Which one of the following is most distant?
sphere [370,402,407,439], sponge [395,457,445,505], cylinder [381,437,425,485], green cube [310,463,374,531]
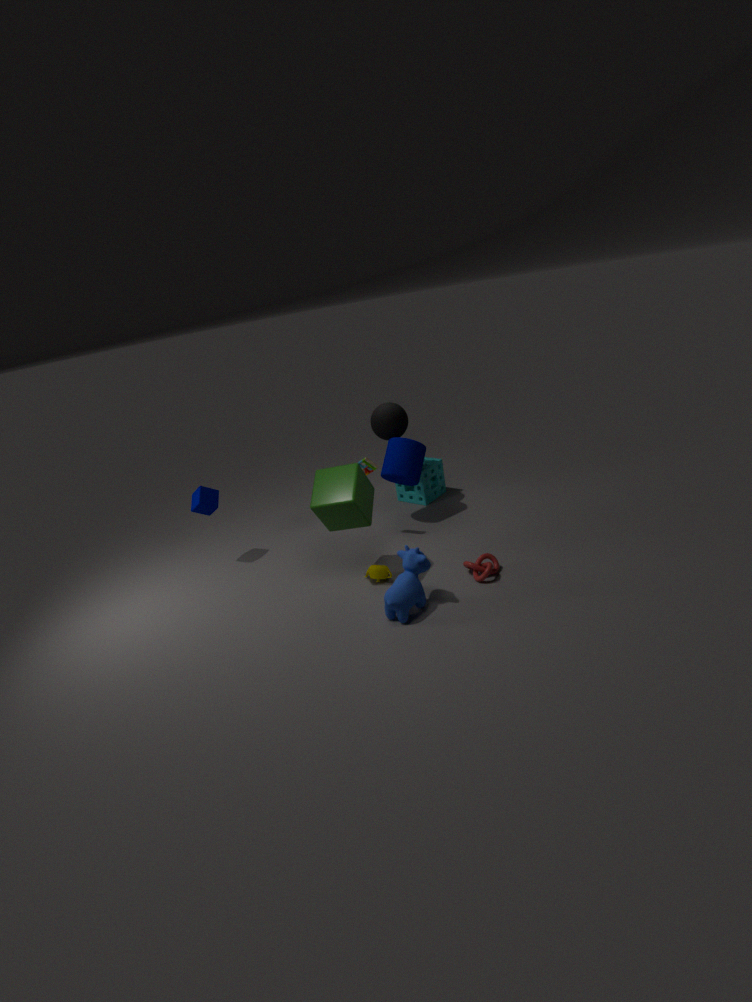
sponge [395,457,445,505]
